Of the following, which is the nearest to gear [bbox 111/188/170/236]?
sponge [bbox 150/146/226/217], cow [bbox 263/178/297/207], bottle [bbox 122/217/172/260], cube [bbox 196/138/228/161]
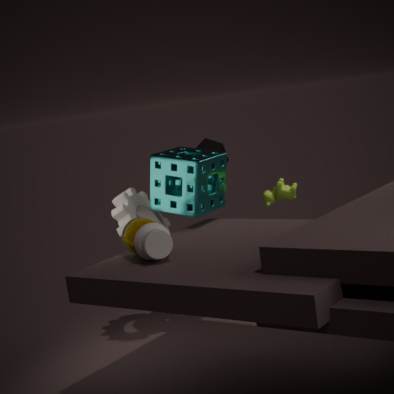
sponge [bbox 150/146/226/217]
